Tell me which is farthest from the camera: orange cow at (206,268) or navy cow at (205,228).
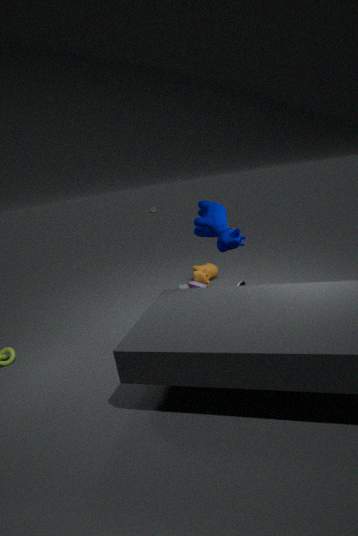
orange cow at (206,268)
